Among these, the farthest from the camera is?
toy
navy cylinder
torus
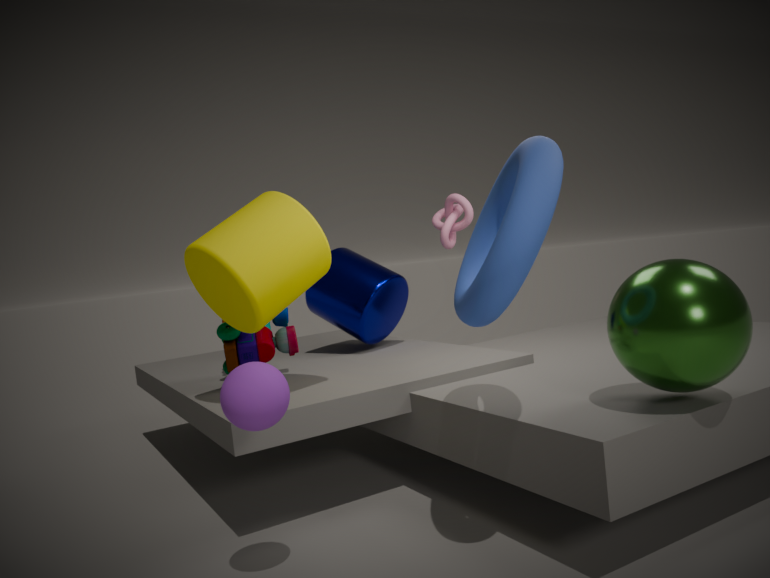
navy cylinder
